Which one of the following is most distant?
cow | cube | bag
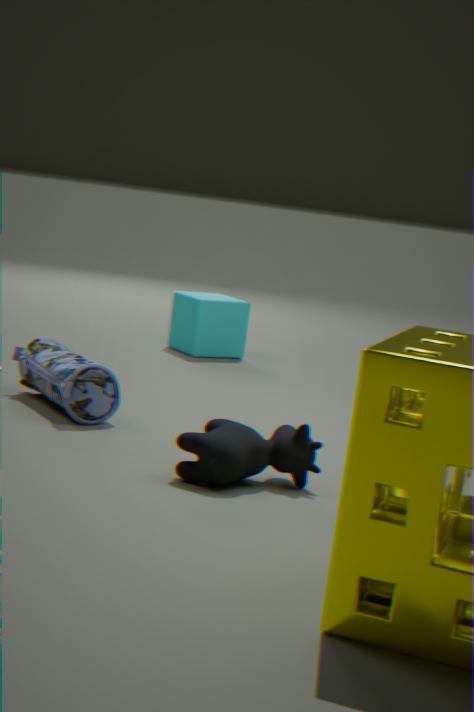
cube
